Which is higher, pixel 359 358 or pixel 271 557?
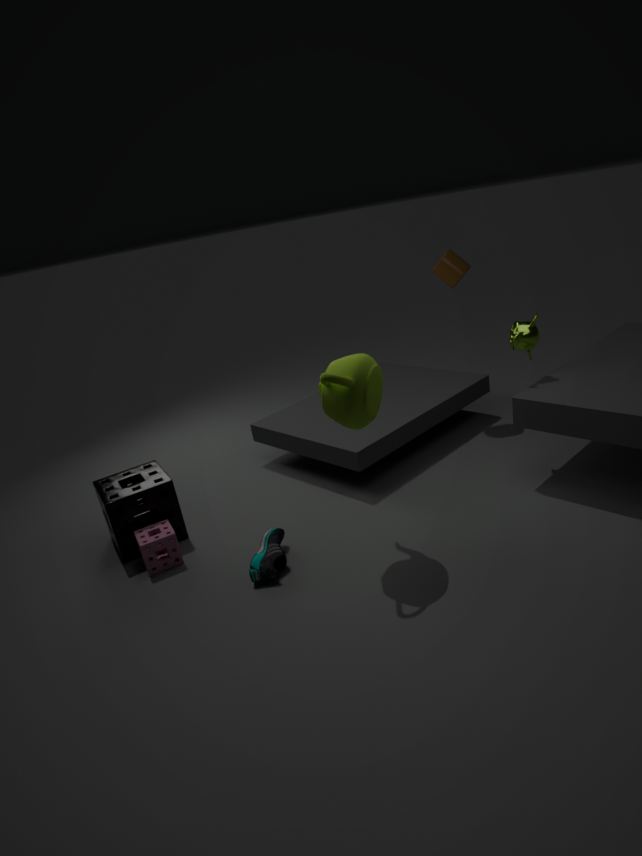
pixel 359 358
